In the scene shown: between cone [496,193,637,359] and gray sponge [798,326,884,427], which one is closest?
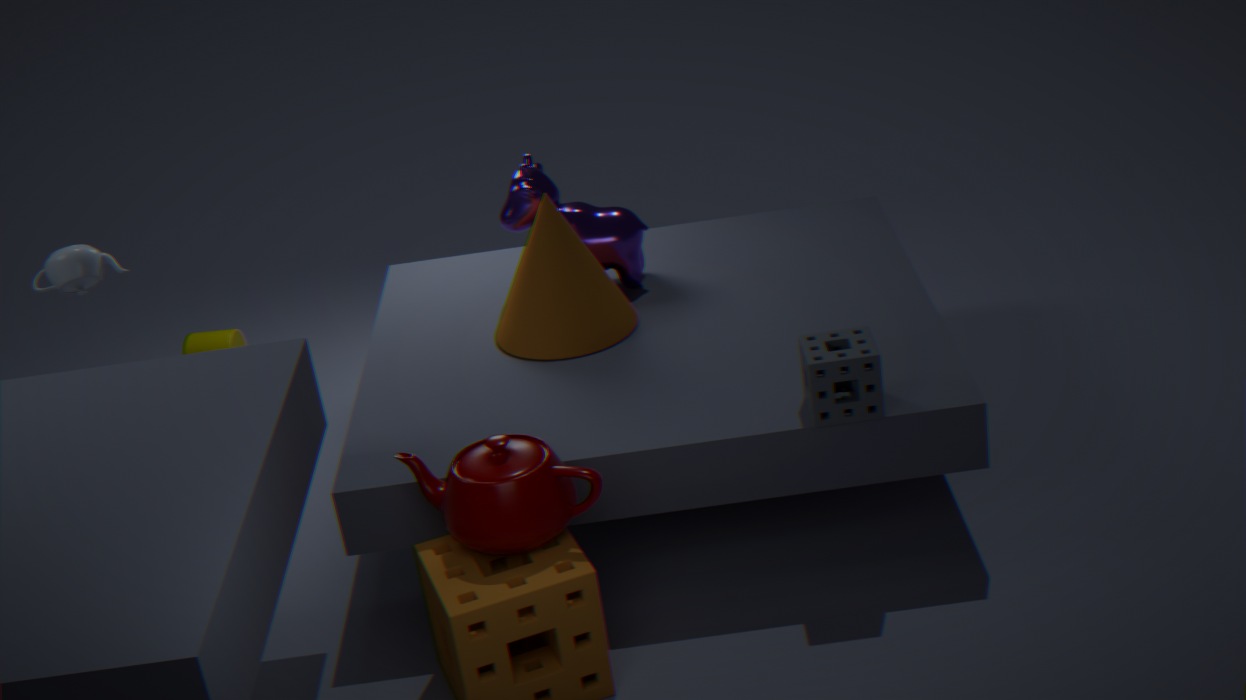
gray sponge [798,326,884,427]
